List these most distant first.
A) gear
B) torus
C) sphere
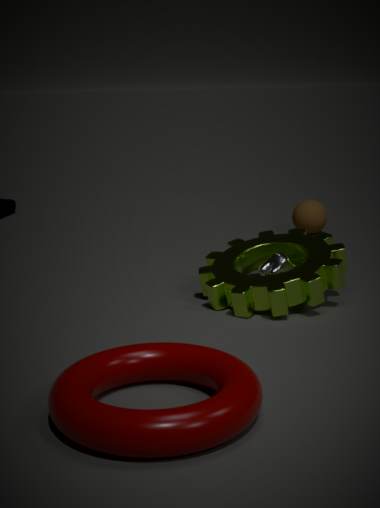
sphere, gear, torus
